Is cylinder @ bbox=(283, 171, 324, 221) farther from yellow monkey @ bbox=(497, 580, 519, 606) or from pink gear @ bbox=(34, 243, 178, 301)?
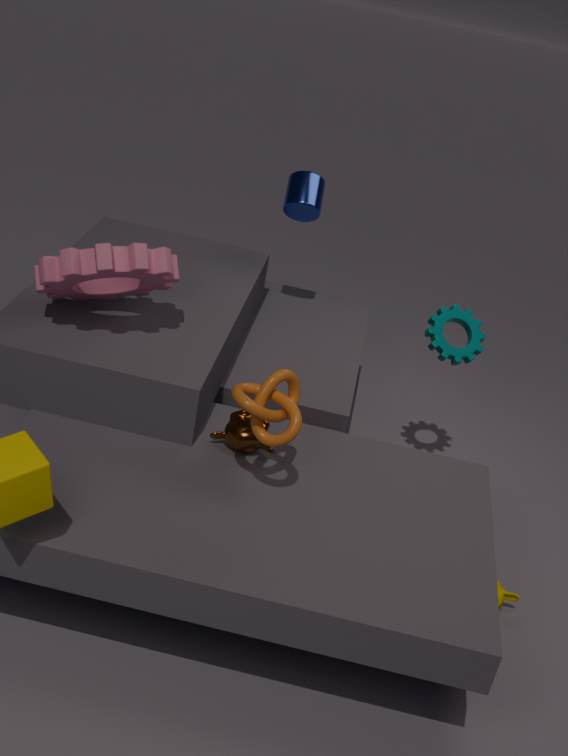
yellow monkey @ bbox=(497, 580, 519, 606)
